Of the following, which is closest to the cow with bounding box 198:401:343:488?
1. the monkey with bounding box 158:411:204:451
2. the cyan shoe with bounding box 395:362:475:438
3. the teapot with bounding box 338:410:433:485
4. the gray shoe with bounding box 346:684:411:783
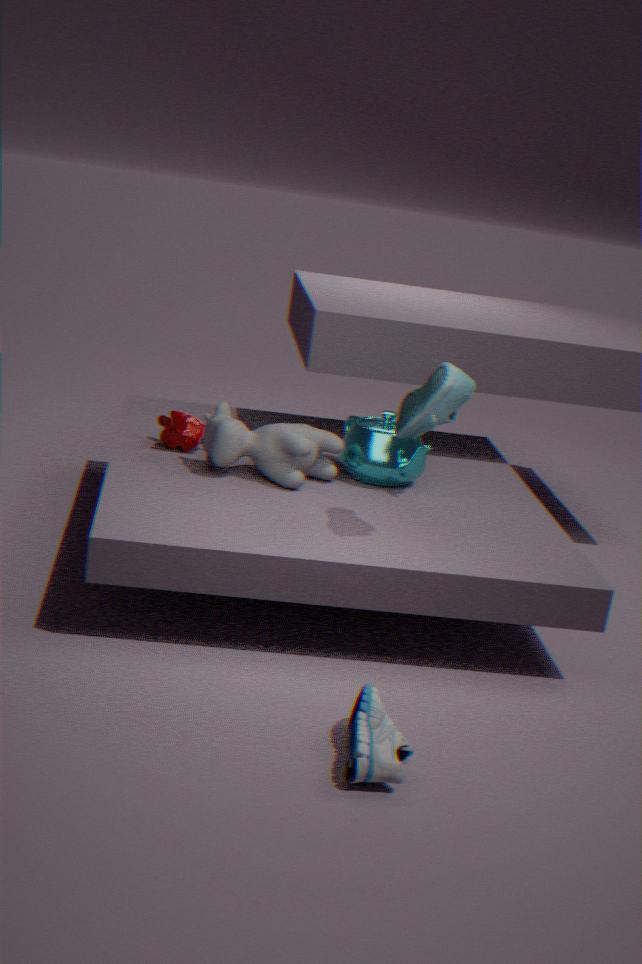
the teapot with bounding box 338:410:433:485
